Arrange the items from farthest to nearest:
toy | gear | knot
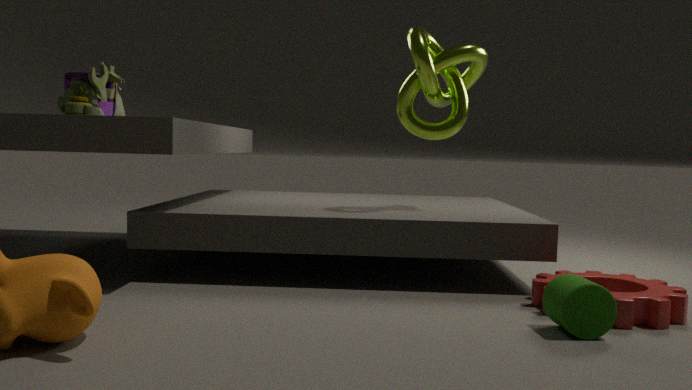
1. toy
2. knot
3. gear
